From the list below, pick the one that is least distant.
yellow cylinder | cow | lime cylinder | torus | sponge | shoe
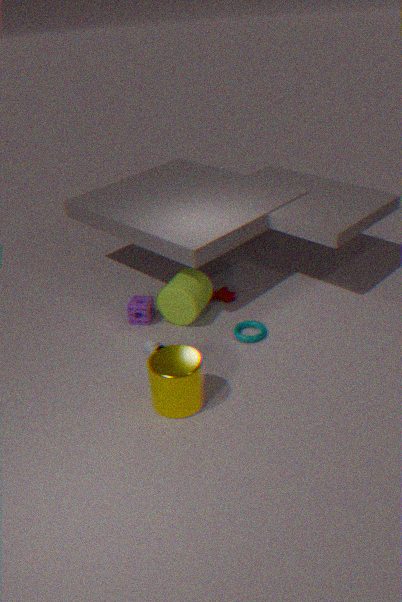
yellow cylinder
